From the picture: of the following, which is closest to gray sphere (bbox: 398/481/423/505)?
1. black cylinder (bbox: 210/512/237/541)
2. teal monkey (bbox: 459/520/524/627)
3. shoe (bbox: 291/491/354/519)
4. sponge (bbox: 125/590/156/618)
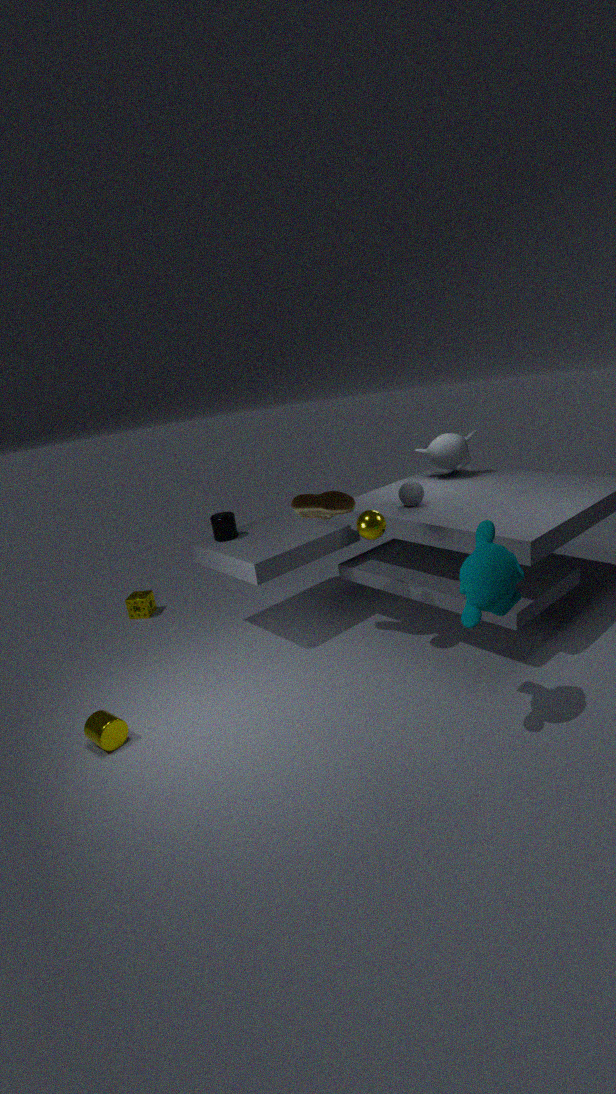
shoe (bbox: 291/491/354/519)
